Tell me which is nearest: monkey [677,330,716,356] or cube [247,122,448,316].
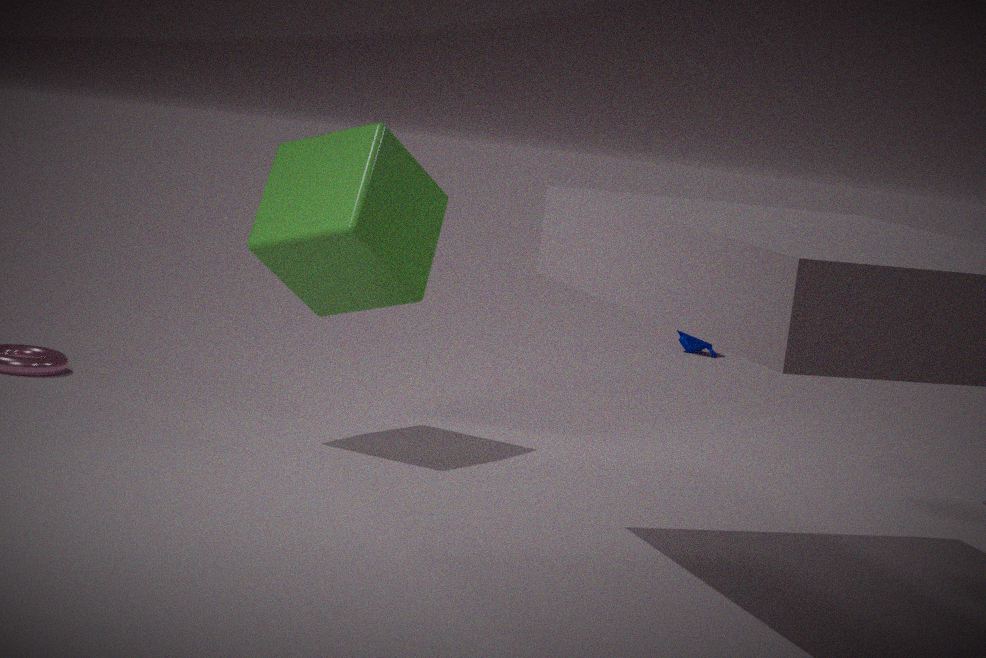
cube [247,122,448,316]
